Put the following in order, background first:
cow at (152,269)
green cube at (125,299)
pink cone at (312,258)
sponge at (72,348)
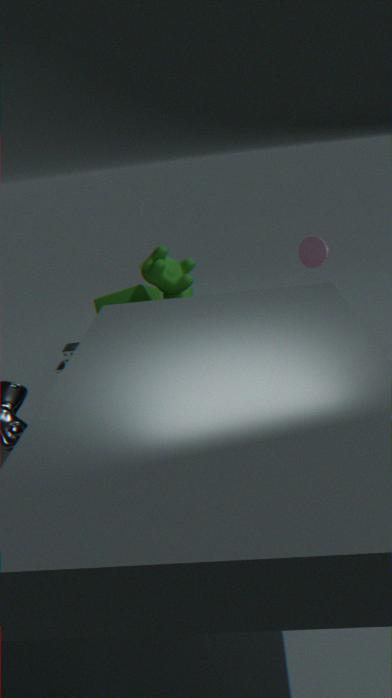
sponge at (72,348)
pink cone at (312,258)
green cube at (125,299)
cow at (152,269)
